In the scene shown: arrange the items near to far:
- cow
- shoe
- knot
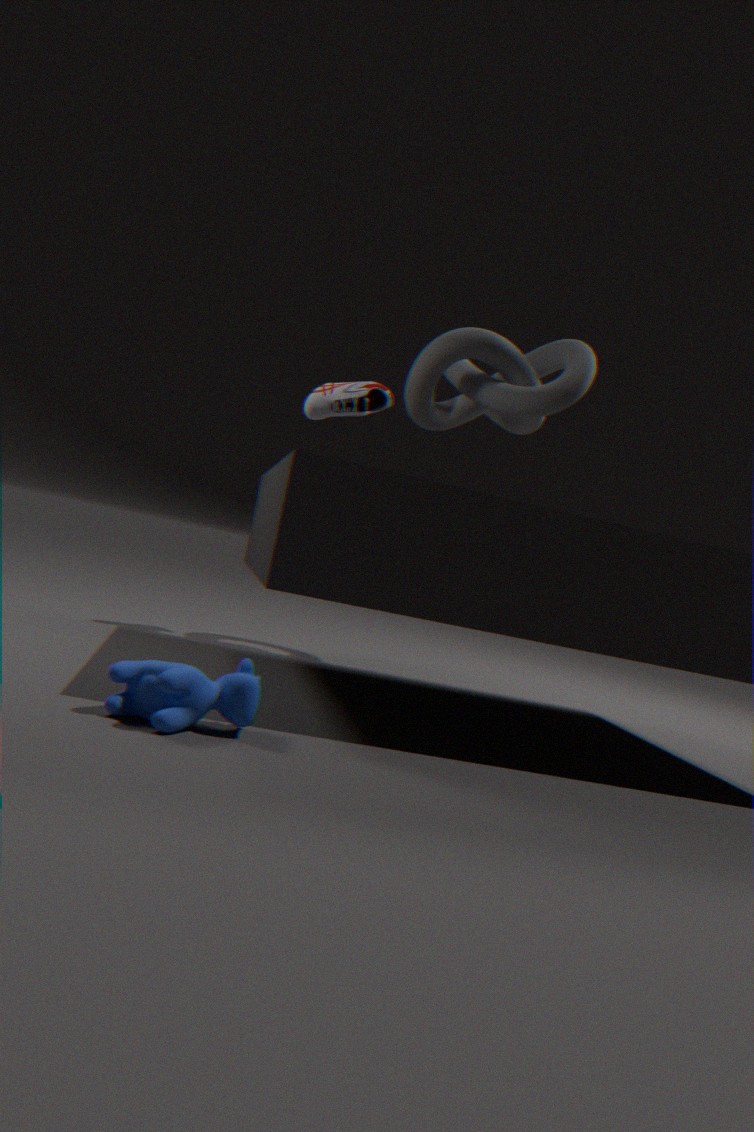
cow < knot < shoe
